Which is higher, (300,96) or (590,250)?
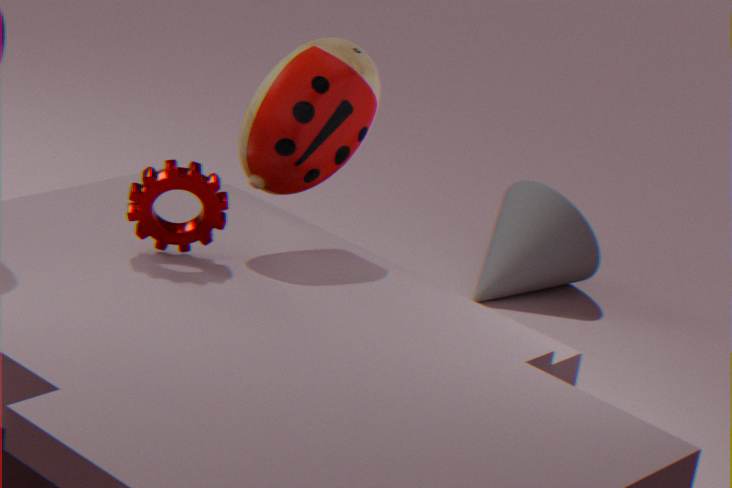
(300,96)
